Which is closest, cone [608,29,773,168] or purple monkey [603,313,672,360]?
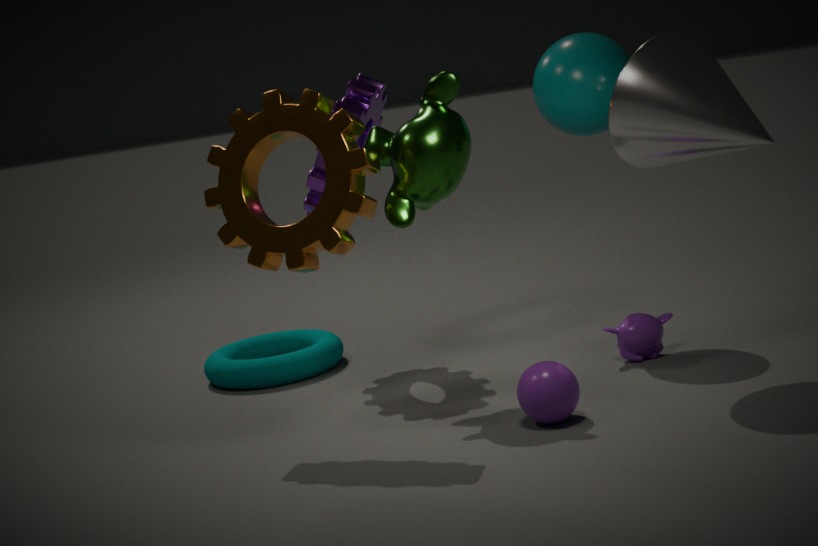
cone [608,29,773,168]
